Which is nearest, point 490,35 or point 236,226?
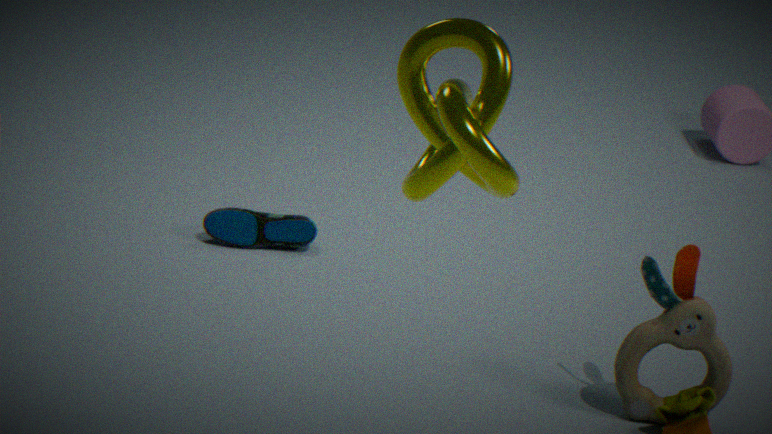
point 490,35
